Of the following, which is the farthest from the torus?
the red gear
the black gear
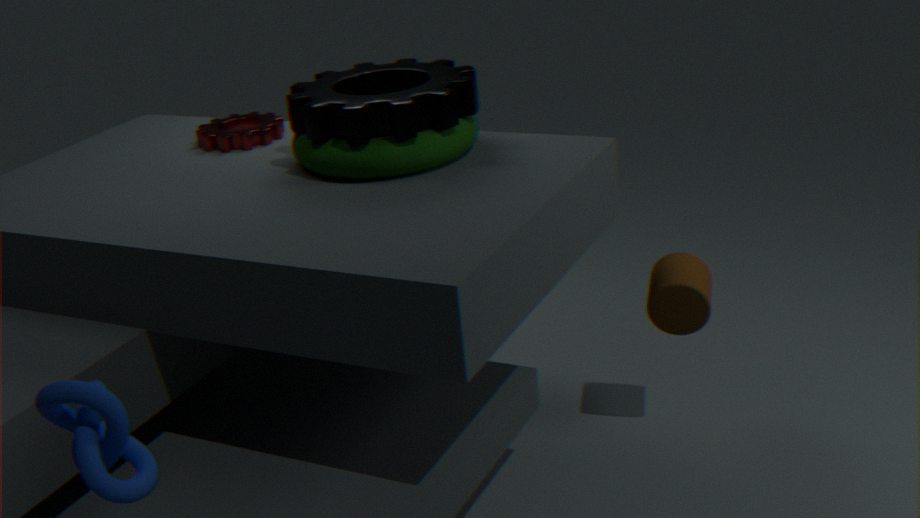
the red gear
